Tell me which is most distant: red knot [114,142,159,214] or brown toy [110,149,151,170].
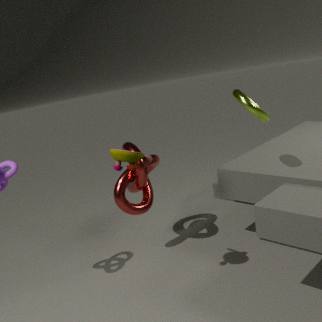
red knot [114,142,159,214]
